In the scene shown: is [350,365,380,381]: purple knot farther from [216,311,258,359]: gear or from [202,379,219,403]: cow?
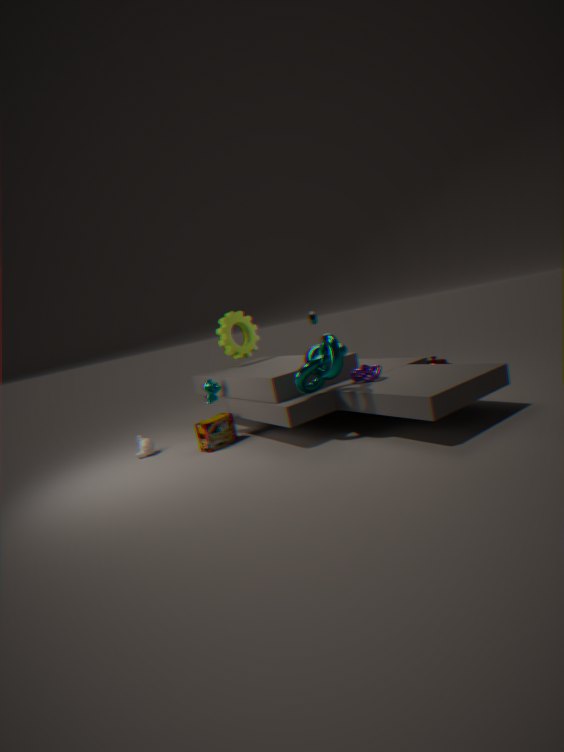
[216,311,258,359]: gear
